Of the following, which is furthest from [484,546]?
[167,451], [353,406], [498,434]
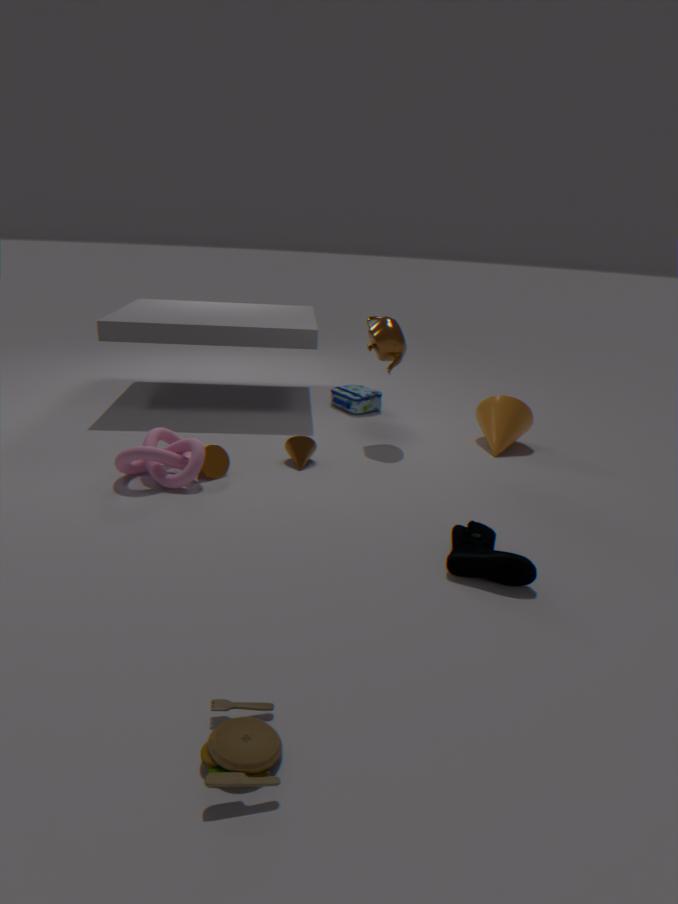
[353,406]
